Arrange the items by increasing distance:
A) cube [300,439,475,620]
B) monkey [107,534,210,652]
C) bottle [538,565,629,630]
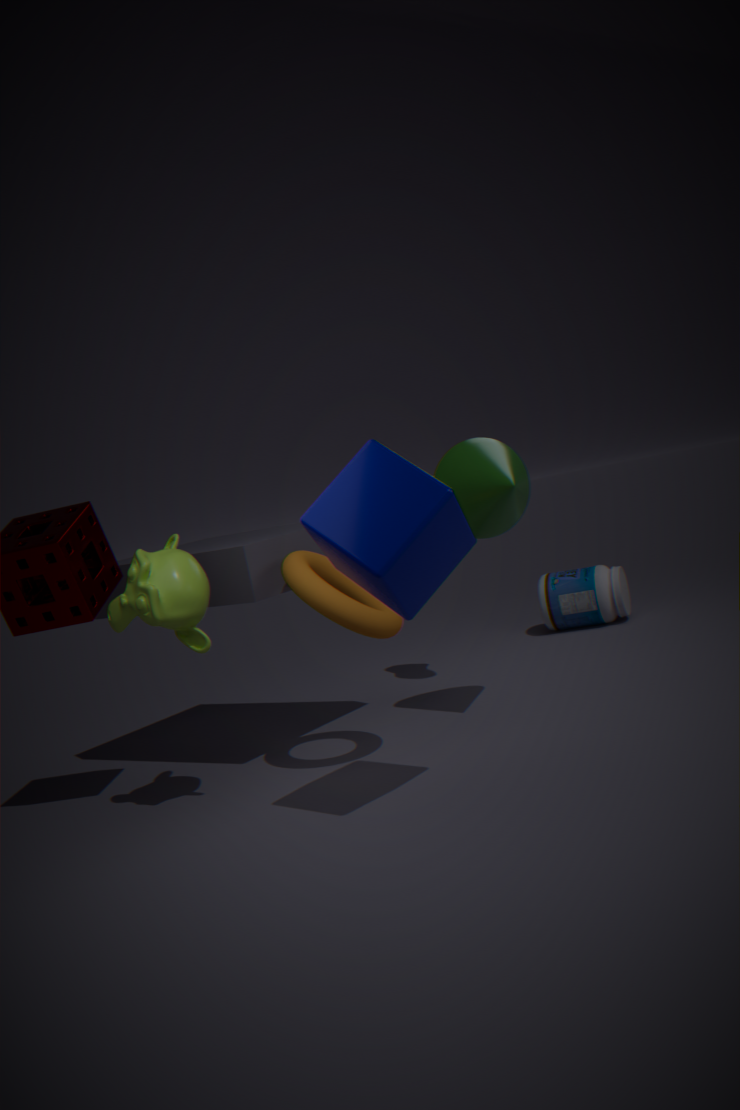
cube [300,439,475,620]
monkey [107,534,210,652]
bottle [538,565,629,630]
